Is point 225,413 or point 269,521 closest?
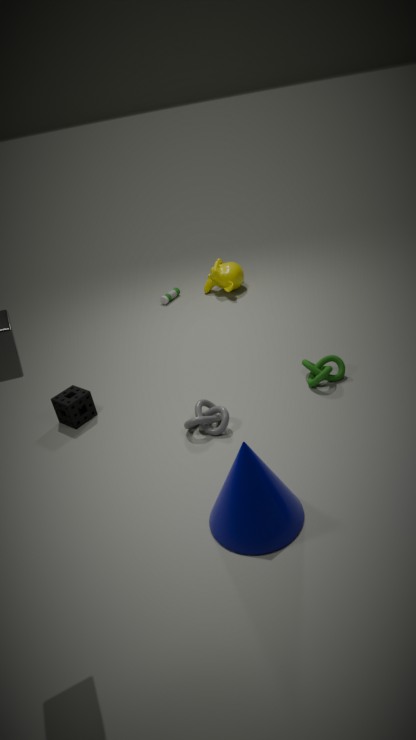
point 269,521
